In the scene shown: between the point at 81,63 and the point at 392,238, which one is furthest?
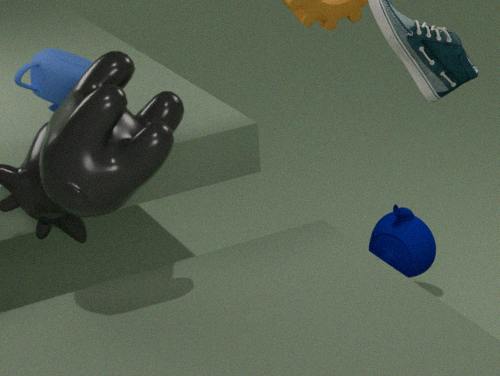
the point at 392,238
